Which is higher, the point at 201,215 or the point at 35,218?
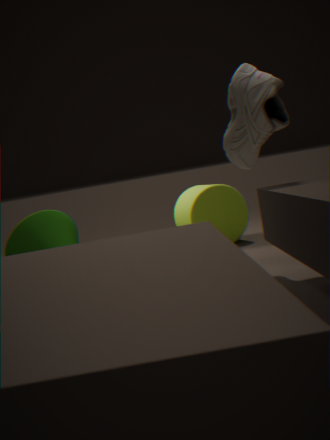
the point at 201,215
